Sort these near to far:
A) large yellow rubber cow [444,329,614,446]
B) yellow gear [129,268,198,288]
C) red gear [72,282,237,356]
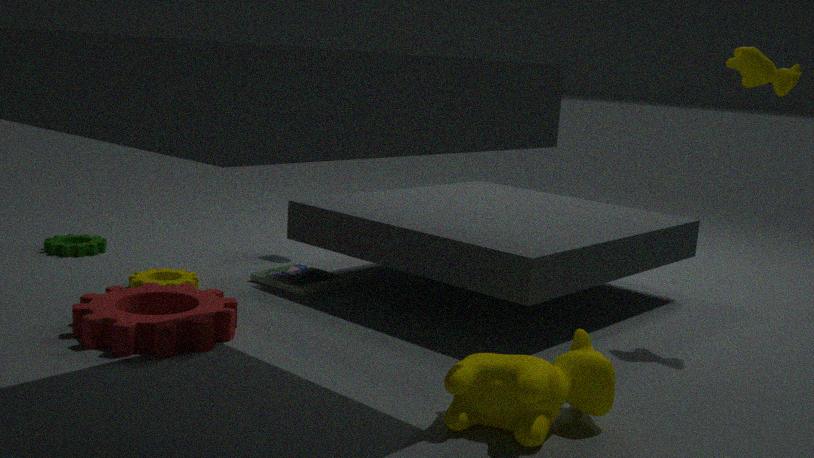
large yellow rubber cow [444,329,614,446] < red gear [72,282,237,356] < yellow gear [129,268,198,288]
